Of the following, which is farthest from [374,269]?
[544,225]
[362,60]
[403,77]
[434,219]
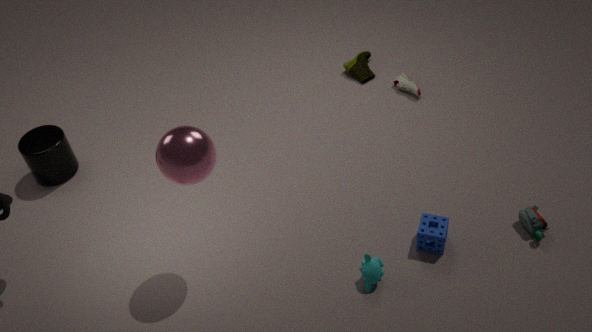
[362,60]
